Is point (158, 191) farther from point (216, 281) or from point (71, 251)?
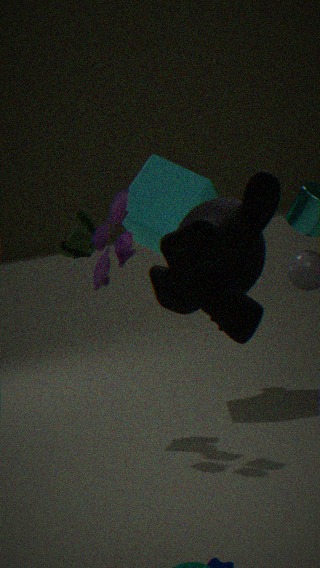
point (216, 281)
